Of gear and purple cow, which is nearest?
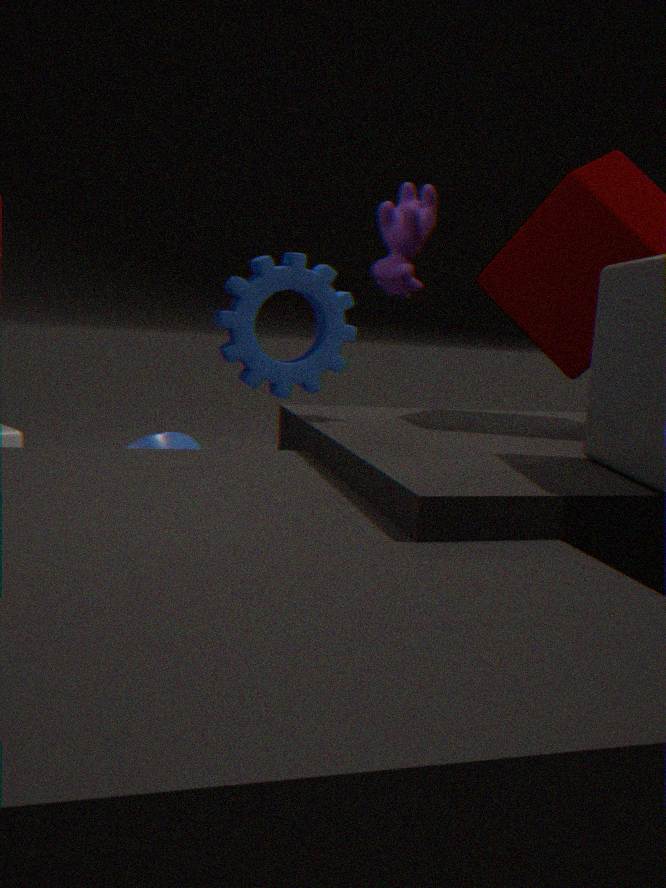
purple cow
